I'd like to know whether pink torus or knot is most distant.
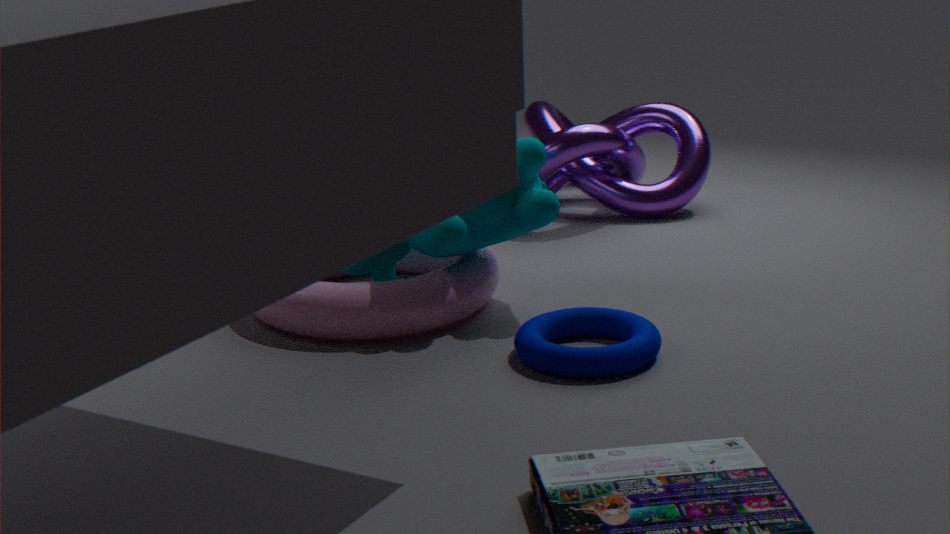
knot
